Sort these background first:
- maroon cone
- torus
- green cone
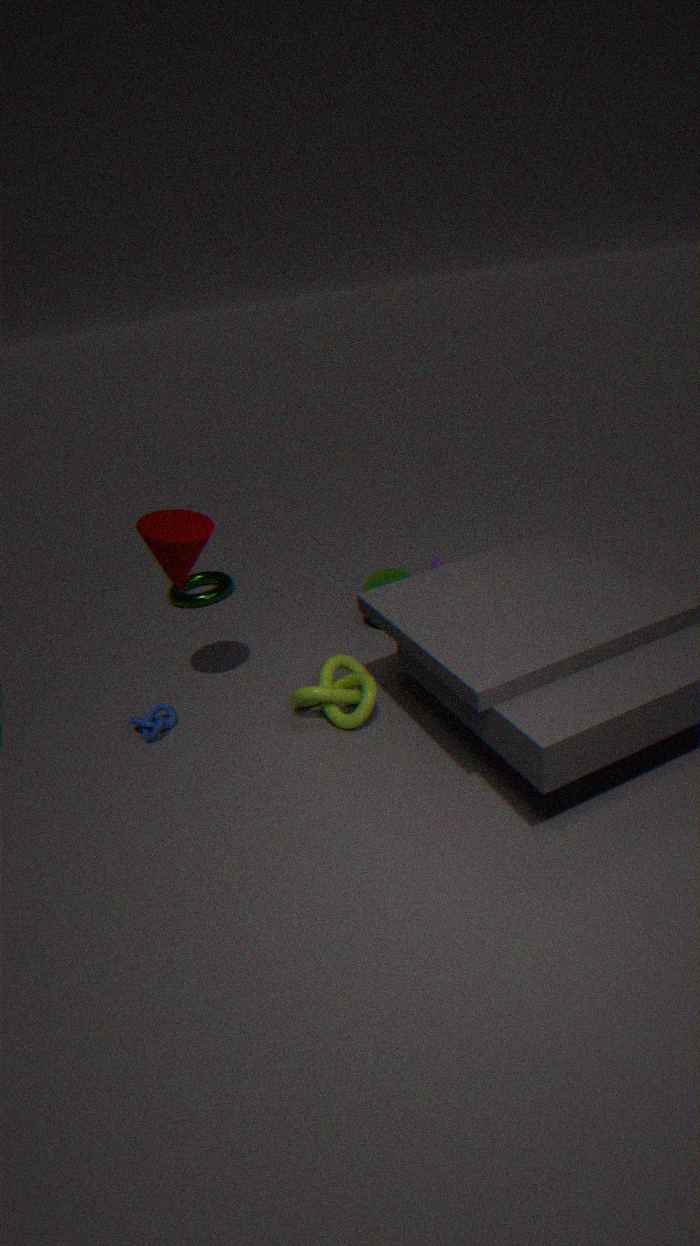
torus, green cone, maroon cone
